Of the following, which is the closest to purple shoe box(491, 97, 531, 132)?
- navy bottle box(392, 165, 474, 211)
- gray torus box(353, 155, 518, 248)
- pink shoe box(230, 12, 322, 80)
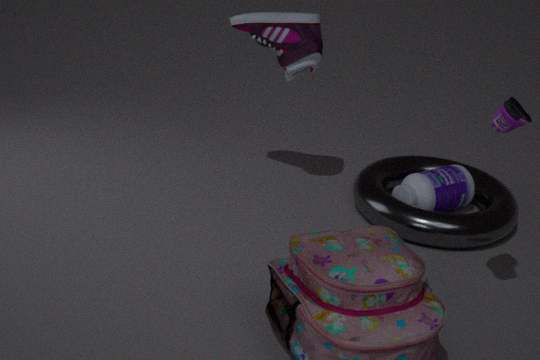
gray torus box(353, 155, 518, 248)
